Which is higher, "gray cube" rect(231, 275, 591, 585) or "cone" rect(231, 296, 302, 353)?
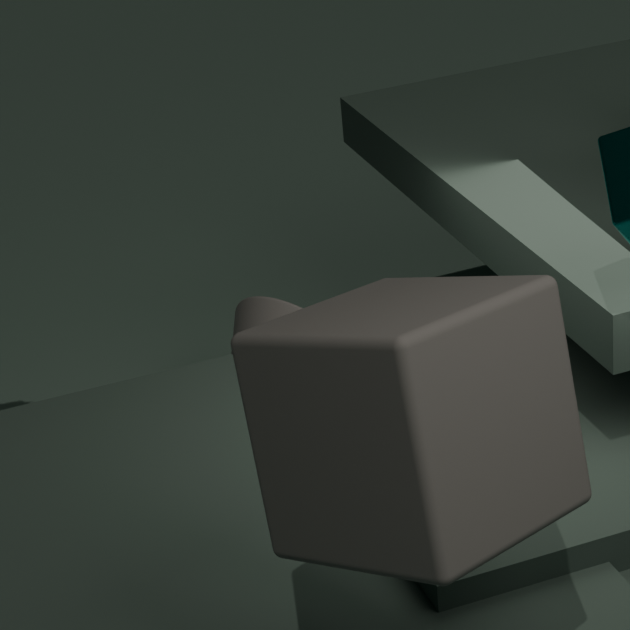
"gray cube" rect(231, 275, 591, 585)
